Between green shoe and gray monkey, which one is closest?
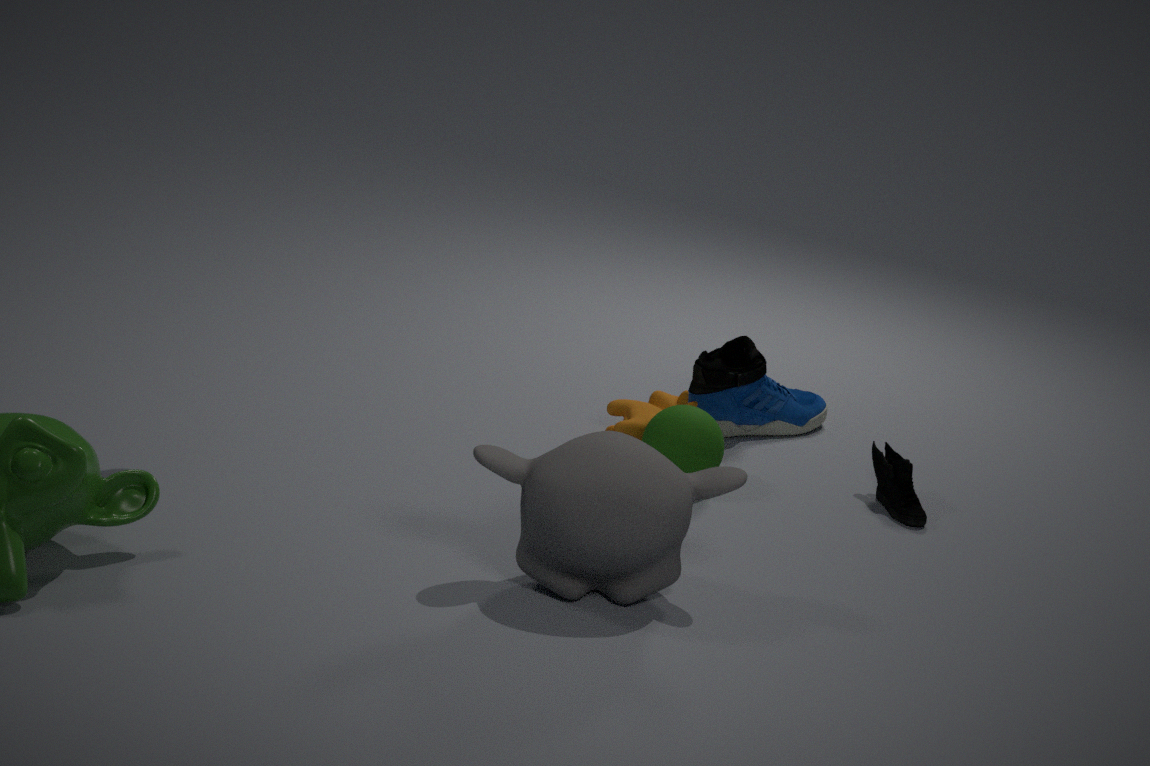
gray monkey
